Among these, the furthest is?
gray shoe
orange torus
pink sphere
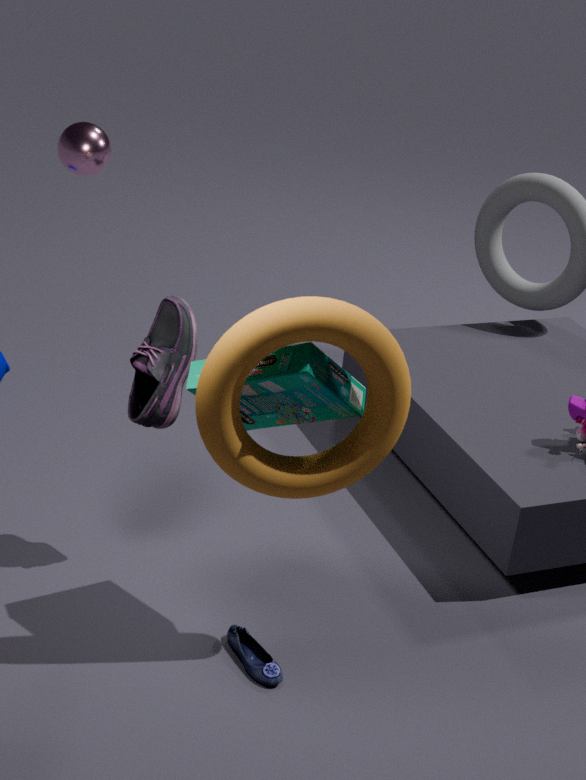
pink sphere
